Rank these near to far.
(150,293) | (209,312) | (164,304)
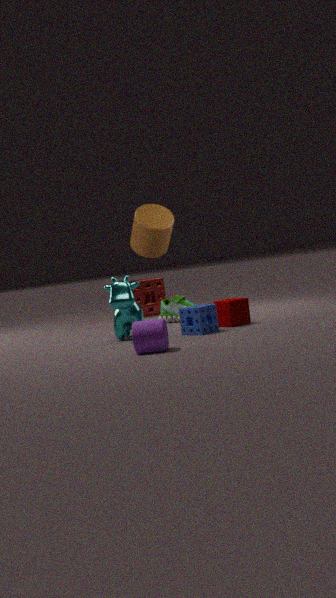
(209,312)
(164,304)
(150,293)
